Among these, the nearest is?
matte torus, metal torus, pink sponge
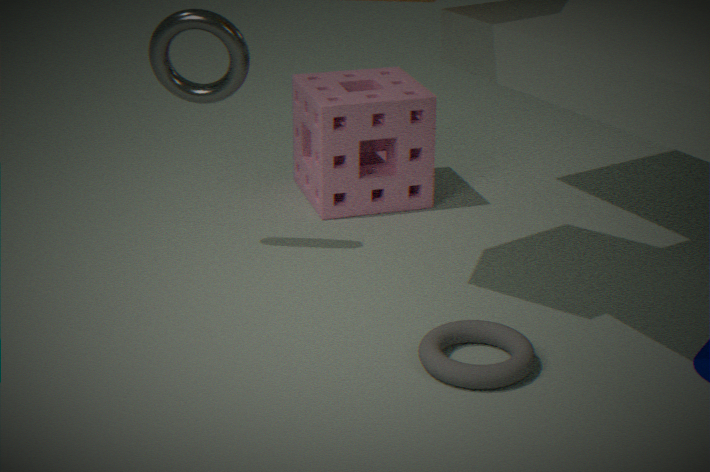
matte torus
